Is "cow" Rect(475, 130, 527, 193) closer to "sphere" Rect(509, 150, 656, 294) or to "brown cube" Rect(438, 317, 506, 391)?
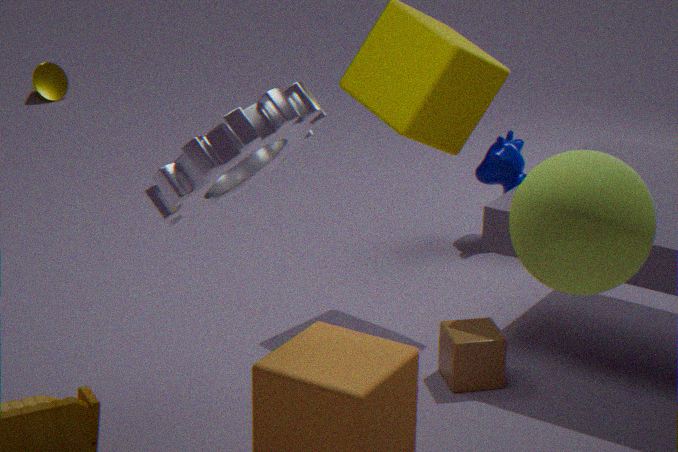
"brown cube" Rect(438, 317, 506, 391)
